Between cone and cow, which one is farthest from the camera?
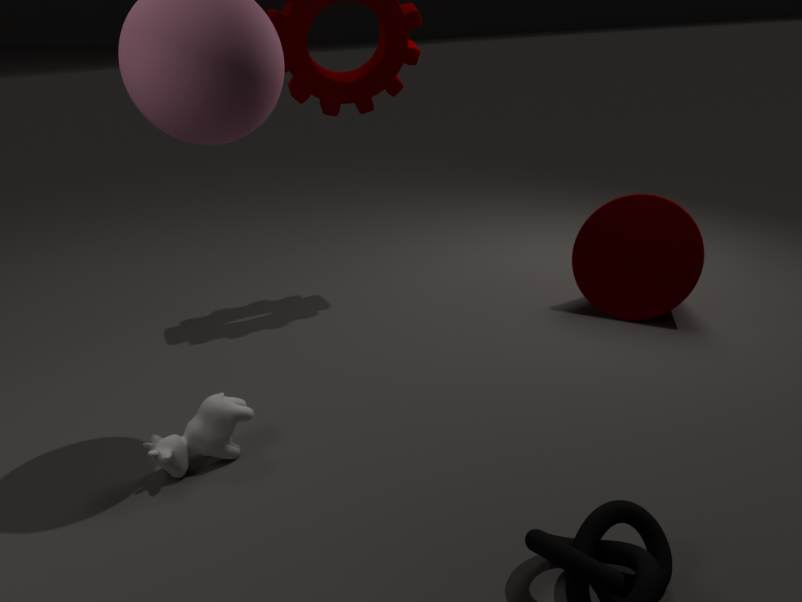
cone
